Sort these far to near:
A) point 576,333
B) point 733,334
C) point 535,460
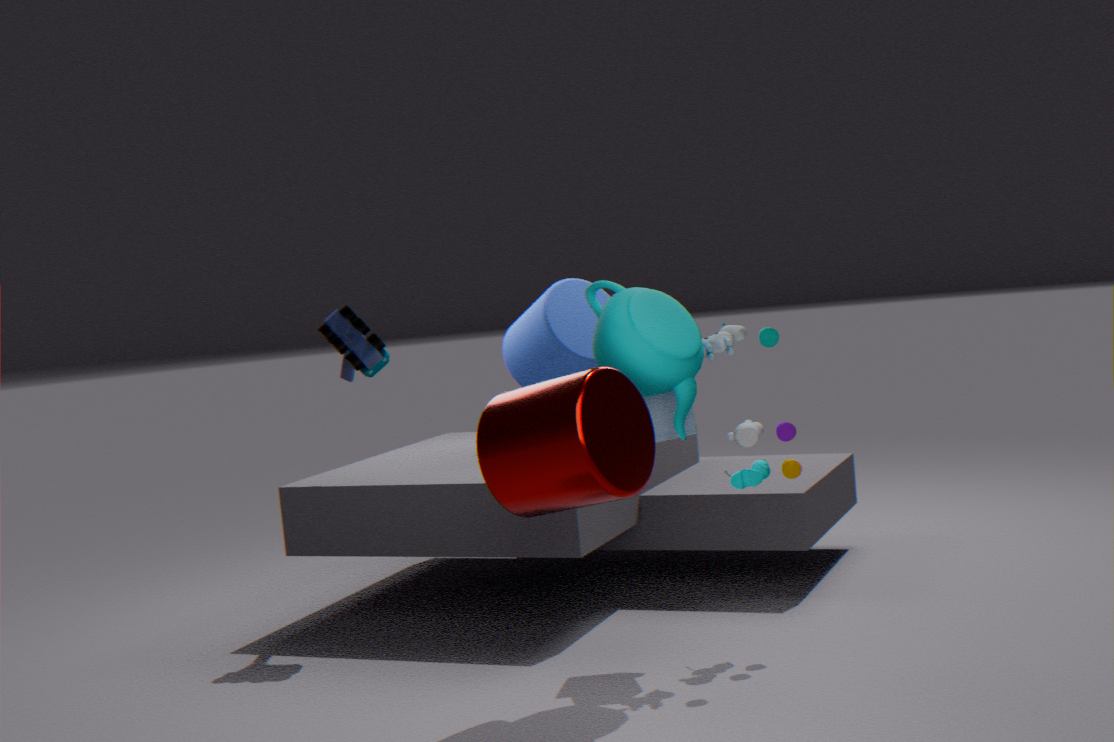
point 576,333
point 733,334
point 535,460
